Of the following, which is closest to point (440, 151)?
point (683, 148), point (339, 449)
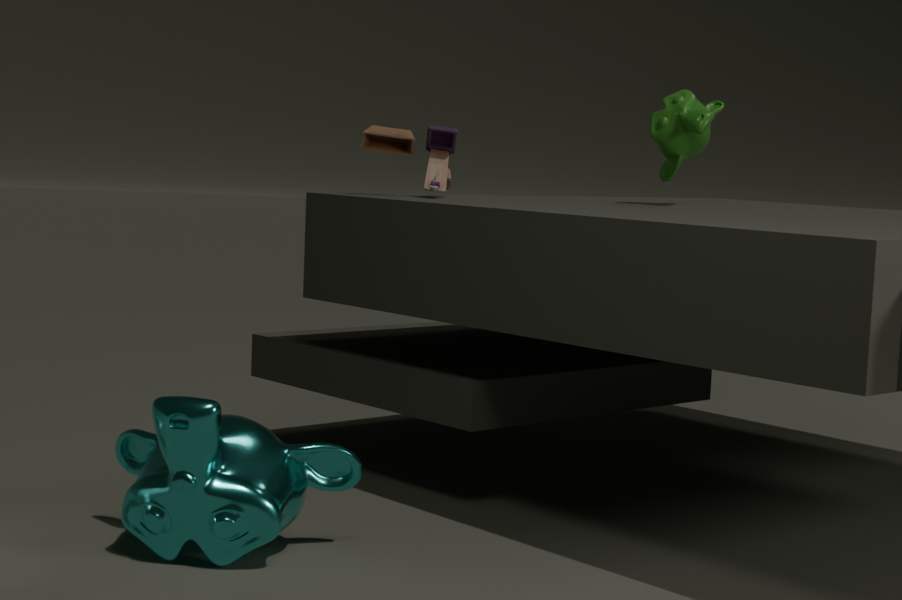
point (683, 148)
